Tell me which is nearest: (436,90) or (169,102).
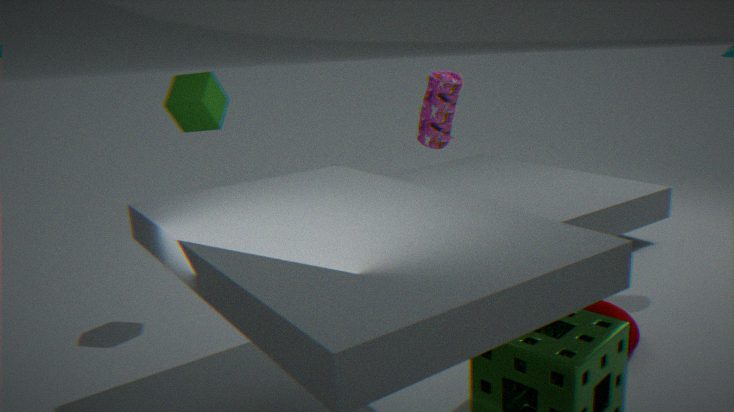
(169,102)
